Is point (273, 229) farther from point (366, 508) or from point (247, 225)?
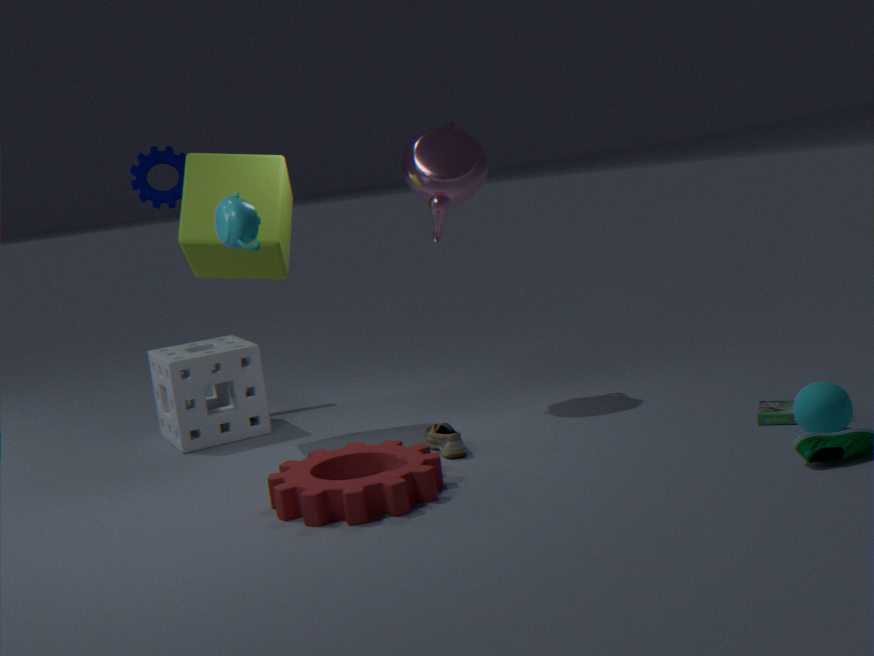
point (366, 508)
